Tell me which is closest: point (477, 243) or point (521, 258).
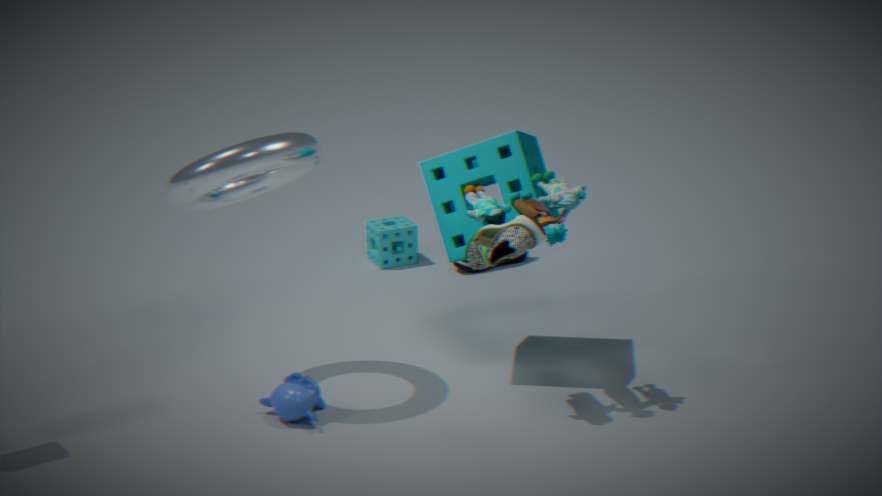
point (477, 243)
